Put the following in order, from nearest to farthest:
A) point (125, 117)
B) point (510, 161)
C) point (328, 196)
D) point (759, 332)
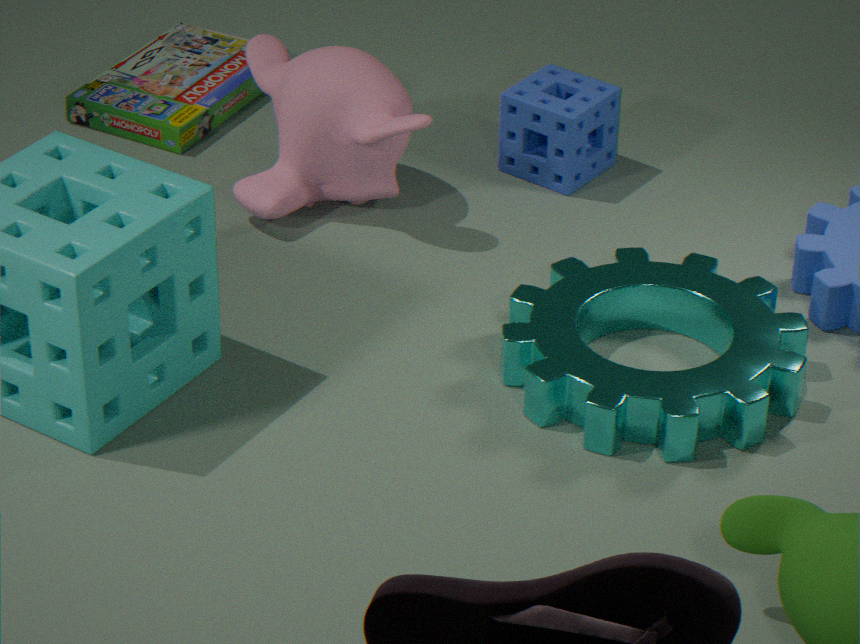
1. point (759, 332)
2. point (328, 196)
3. point (510, 161)
4. point (125, 117)
